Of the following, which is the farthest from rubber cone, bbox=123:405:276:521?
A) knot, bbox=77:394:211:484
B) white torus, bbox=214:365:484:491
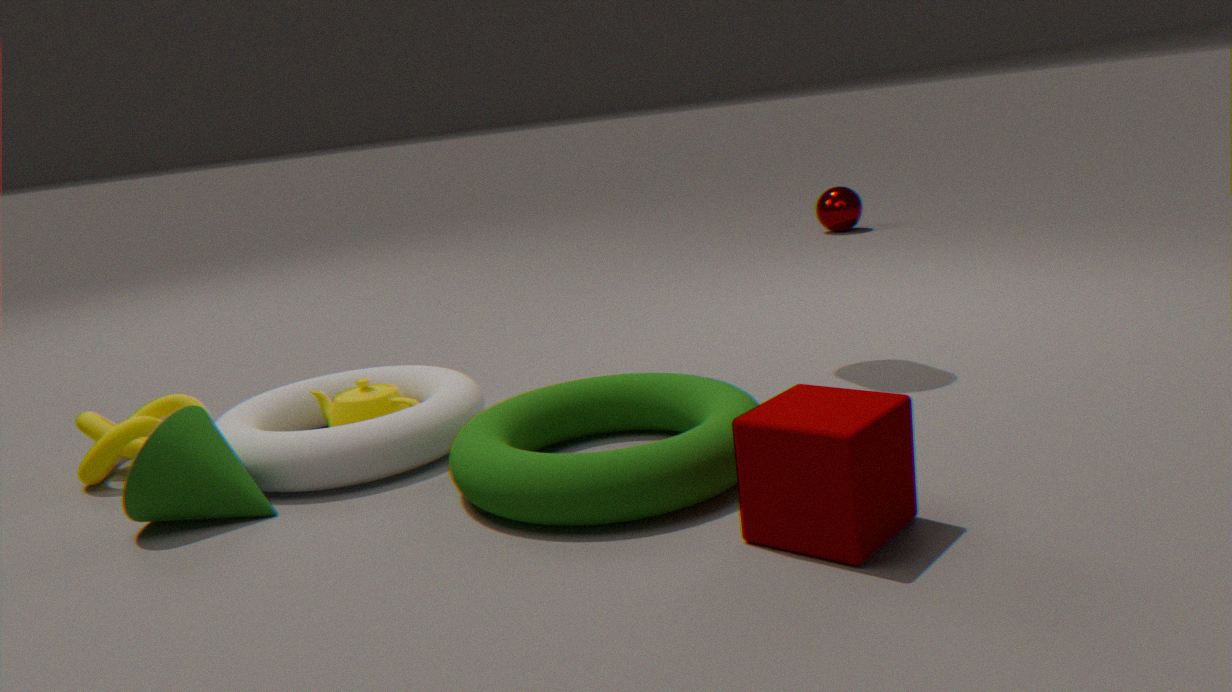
knot, bbox=77:394:211:484
